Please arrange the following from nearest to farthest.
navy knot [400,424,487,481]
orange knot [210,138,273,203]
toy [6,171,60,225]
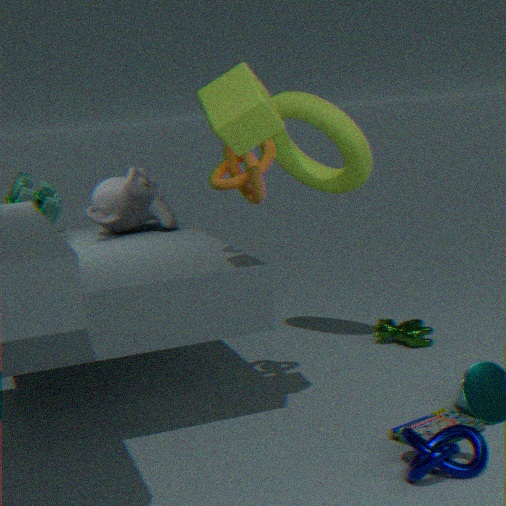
navy knot [400,424,487,481] → orange knot [210,138,273,203] → toy [6,171,60,225]
